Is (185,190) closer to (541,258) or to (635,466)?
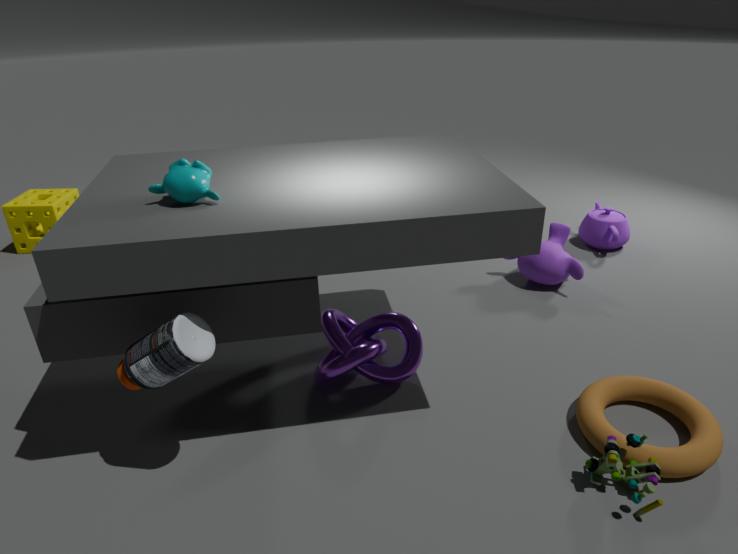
(635,466)
